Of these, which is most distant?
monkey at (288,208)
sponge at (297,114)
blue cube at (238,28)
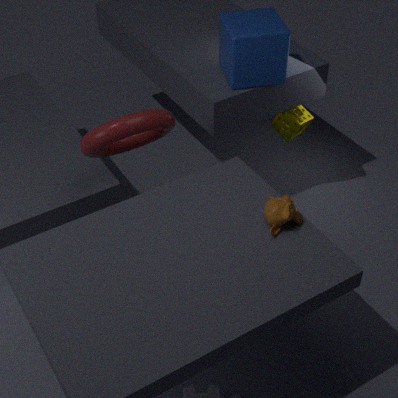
sponge at (297,114)
